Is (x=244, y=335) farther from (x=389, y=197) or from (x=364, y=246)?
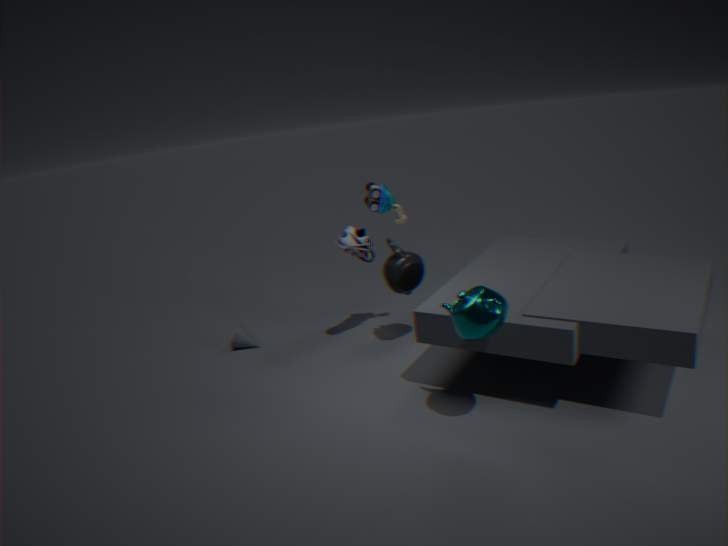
(x=389, y=197)
